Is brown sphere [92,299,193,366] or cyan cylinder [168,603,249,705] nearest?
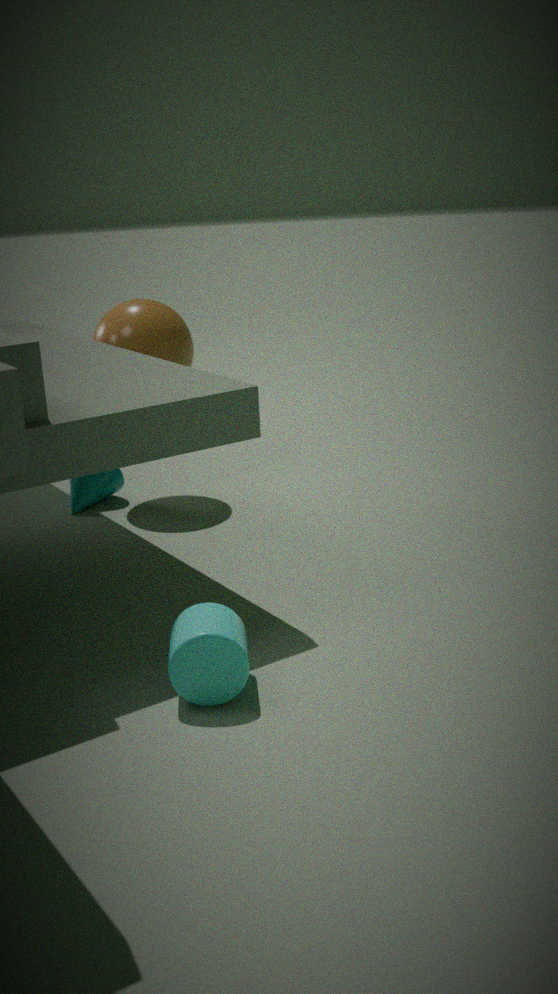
cyan cylinder [168,603,249,705]
